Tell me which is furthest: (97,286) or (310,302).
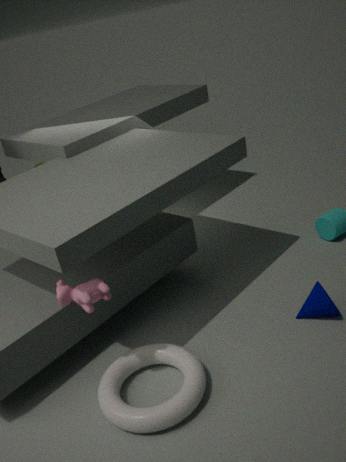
(310,302)
